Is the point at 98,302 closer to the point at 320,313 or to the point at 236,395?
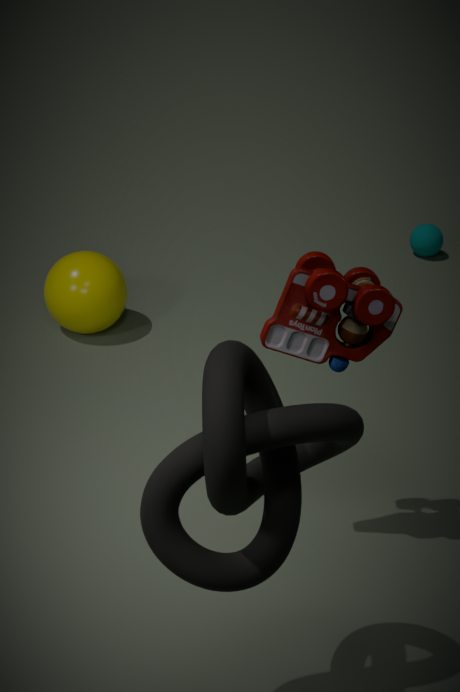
the point at 320,313
